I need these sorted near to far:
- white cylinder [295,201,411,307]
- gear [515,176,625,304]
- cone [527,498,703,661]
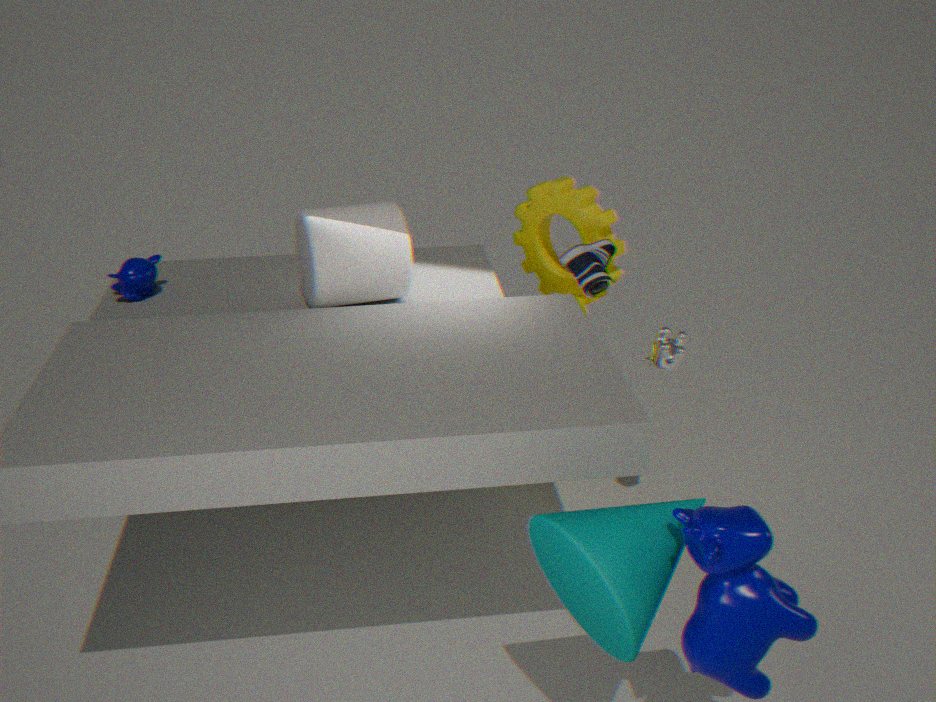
cone [527,498,703,661]
white cylinder [295,201,411,307]
gear [515,176,625,304]
